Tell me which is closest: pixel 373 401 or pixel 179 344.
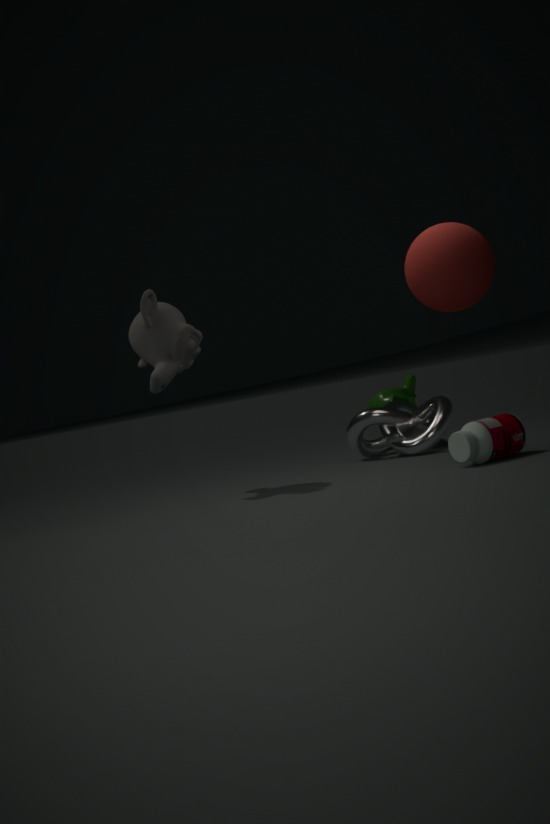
pixel 179 344
